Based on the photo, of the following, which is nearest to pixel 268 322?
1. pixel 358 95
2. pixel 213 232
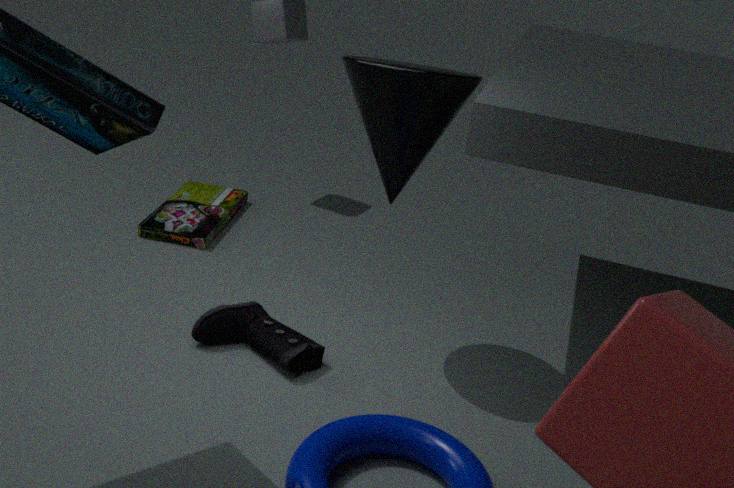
pixel 358 95
